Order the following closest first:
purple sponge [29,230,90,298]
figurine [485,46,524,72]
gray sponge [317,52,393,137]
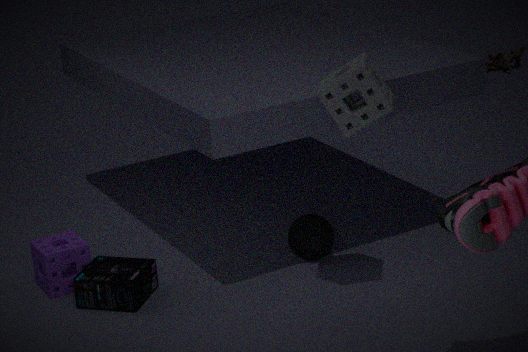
1. gray sponge [317,52,393,137]
2. purple sponge [29,230,90,298]
3. figurine [485,46,524,72]
